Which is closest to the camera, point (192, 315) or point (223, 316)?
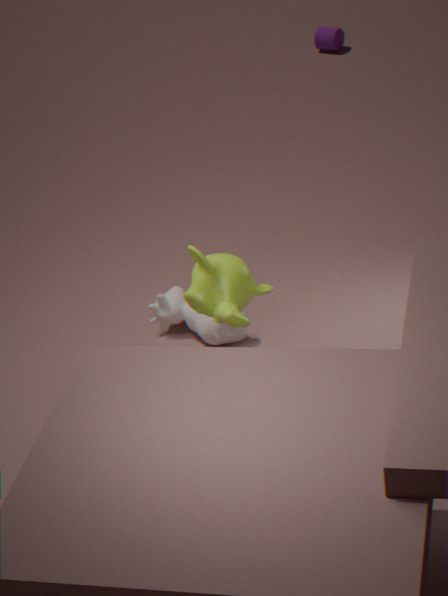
point (223, 316)
